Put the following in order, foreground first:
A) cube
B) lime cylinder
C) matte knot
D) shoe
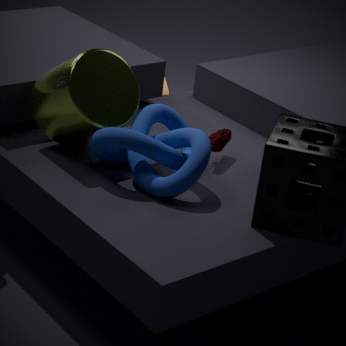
1. matte knot
2. lime cylinder
3. shoe
4. cube
